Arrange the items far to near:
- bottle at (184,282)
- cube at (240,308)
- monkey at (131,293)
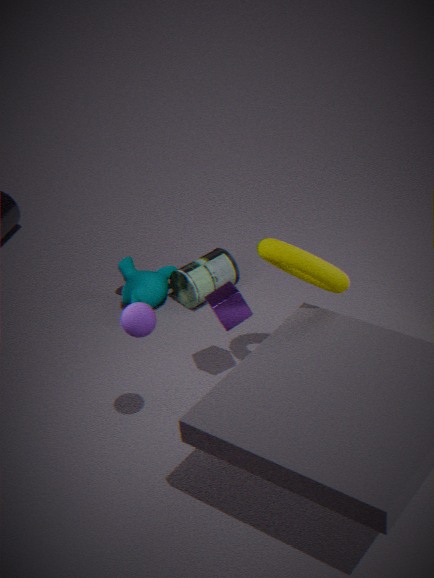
1. monkey at (131,293)
2. bottle at (184,282)
3. cube at (240,308)
